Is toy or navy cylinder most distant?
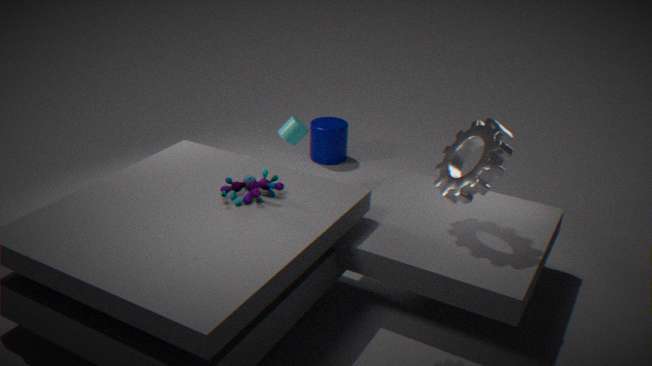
navy cylinder
